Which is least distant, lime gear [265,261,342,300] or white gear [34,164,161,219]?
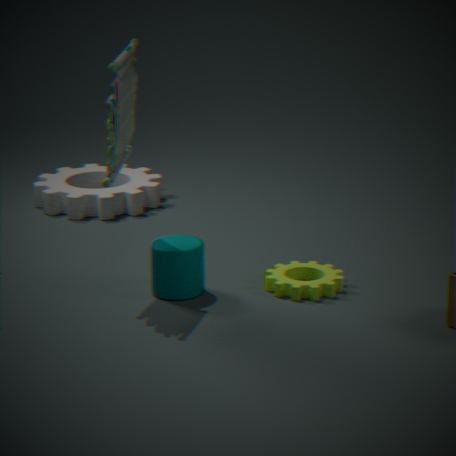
lime gear [265,261,342,300]
